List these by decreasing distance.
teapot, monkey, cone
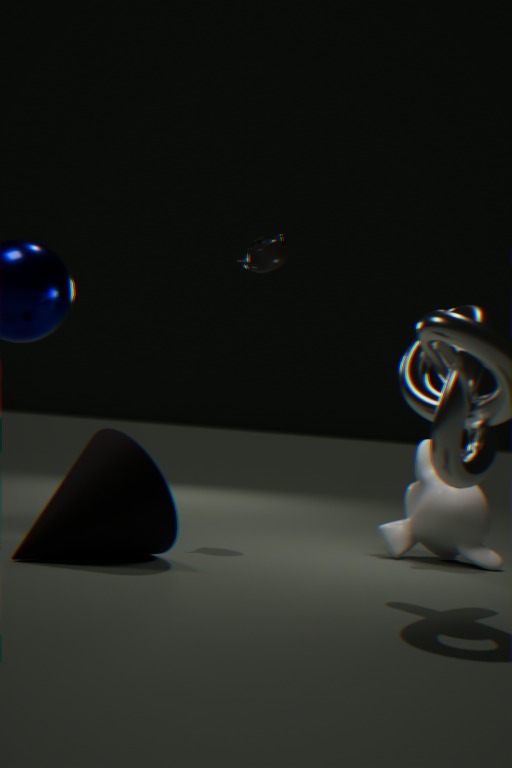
teapot, monkey, cone
